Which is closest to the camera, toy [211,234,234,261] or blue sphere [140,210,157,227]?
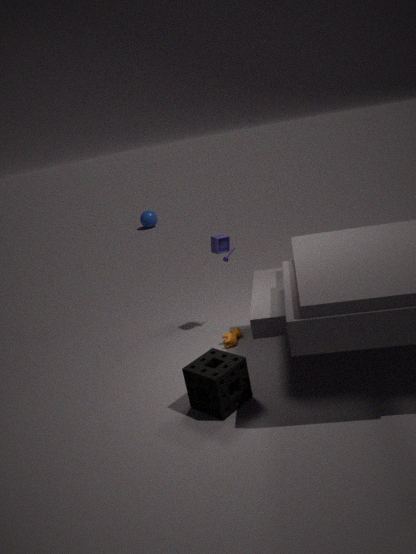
toy [211,234,234,261]
